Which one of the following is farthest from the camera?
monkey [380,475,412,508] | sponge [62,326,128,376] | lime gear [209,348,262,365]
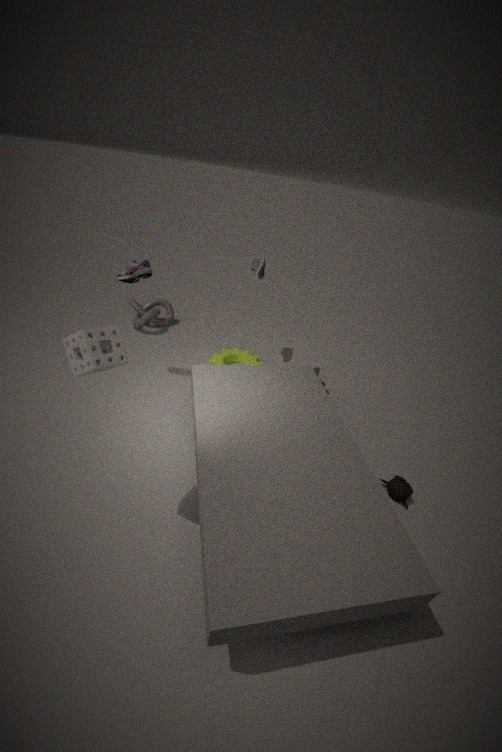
lime gear [209,348,262,365]
